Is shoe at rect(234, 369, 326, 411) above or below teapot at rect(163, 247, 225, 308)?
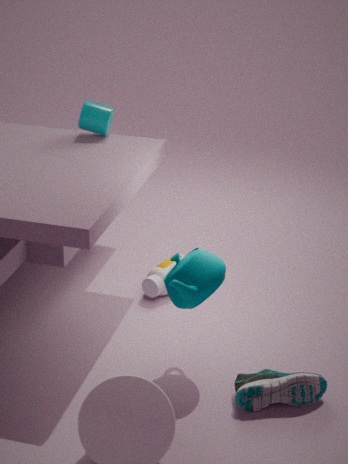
below
